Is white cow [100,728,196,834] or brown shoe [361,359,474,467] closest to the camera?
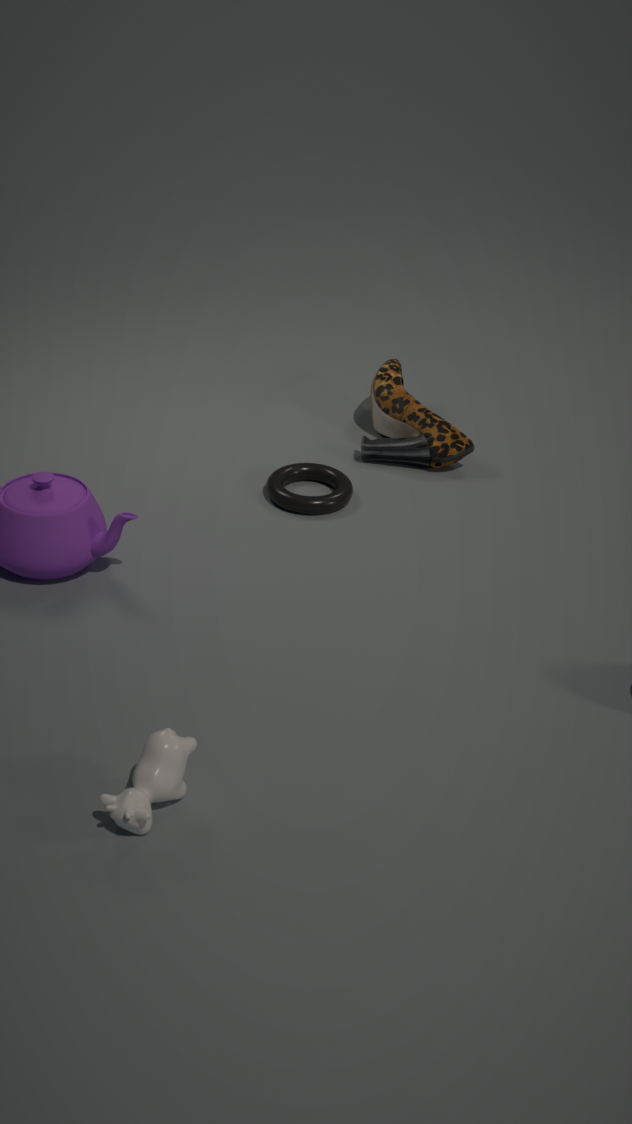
white cow [100,728,196,834]
